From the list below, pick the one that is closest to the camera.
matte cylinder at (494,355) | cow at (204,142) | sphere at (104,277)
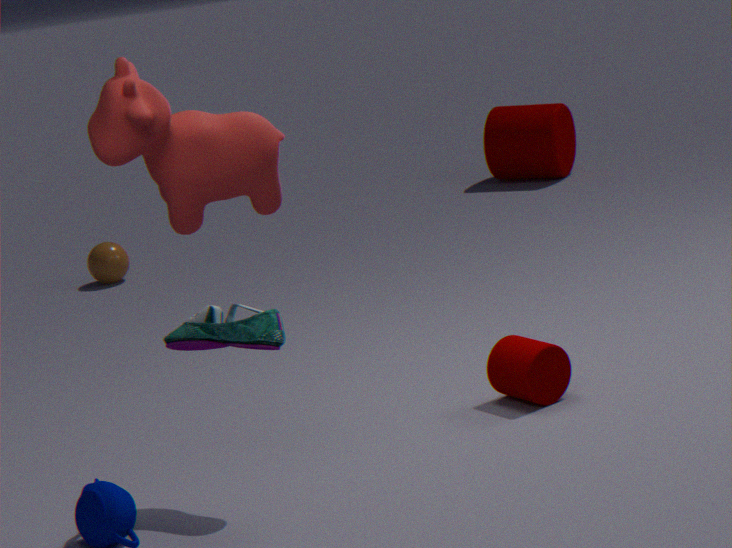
cow at (204,142)
